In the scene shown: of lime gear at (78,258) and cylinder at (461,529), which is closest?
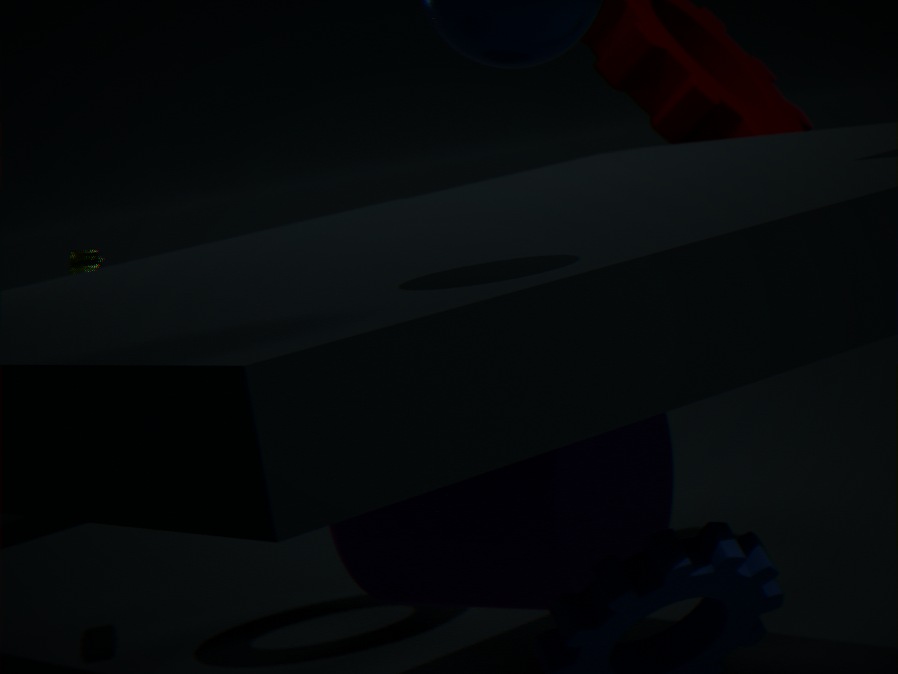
cylinder at (461,529)
